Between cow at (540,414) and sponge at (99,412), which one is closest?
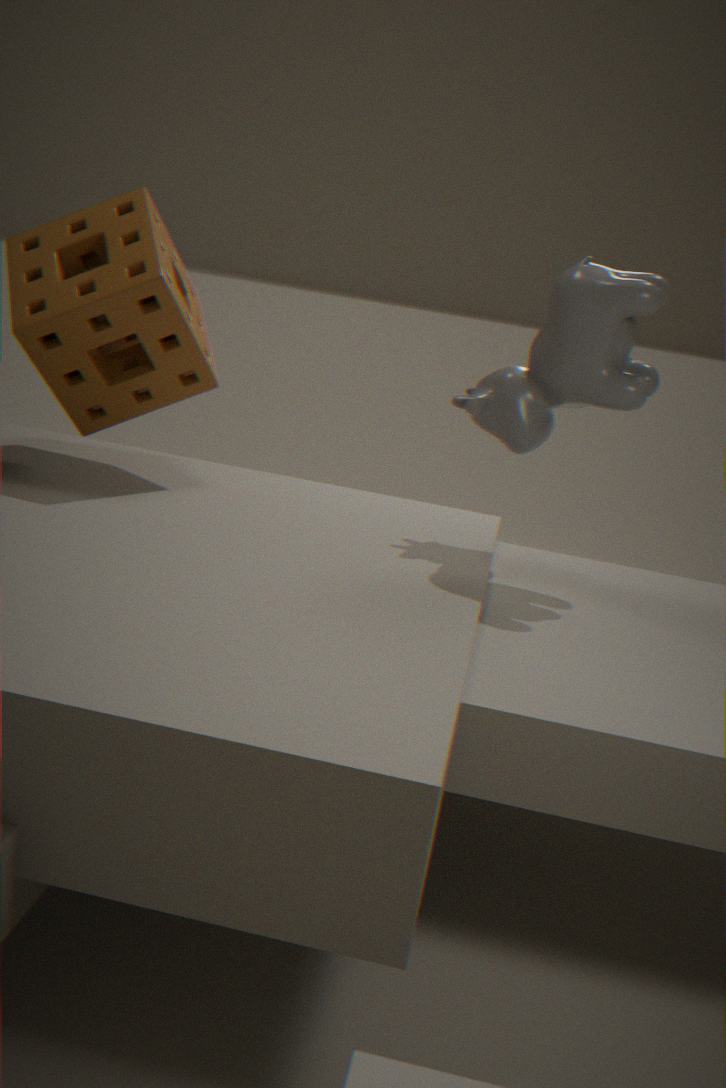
cow at (540,414)
